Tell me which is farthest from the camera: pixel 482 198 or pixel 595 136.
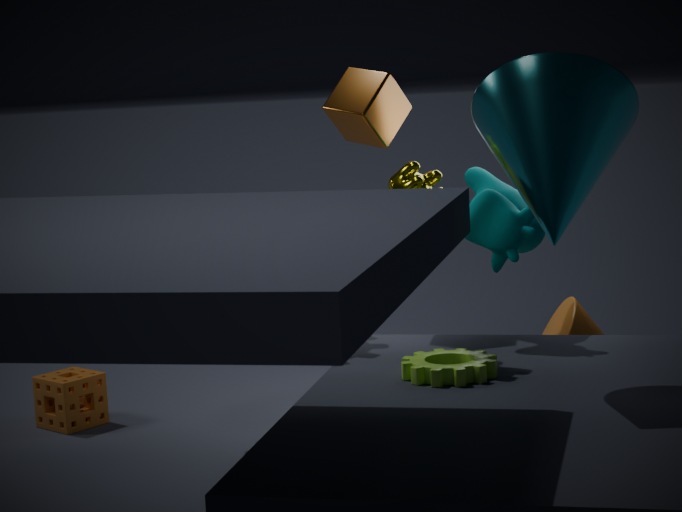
pixel 482 198
